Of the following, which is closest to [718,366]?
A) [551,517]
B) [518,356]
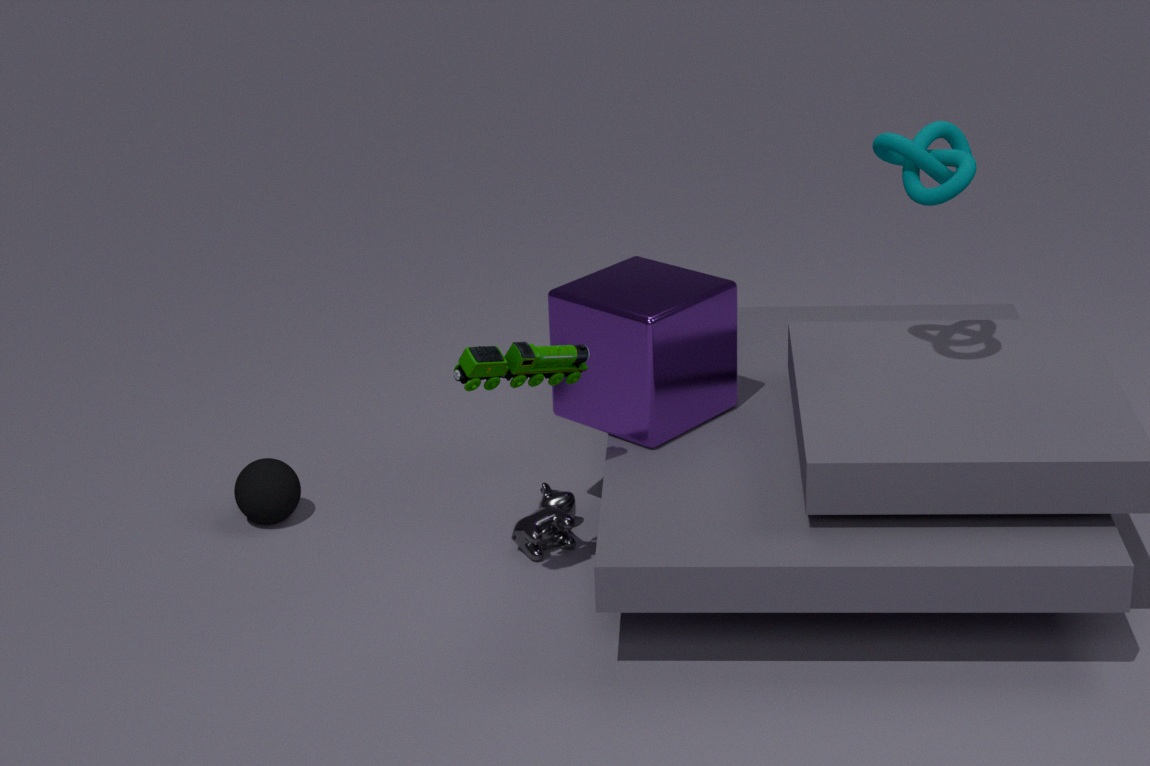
[551,517]
